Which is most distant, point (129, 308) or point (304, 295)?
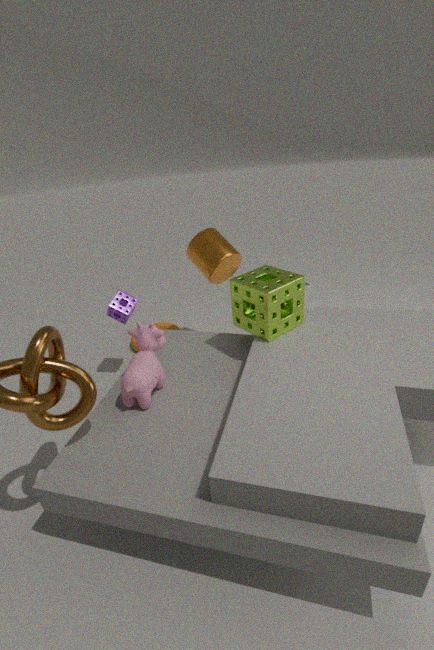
point (129, 308)
